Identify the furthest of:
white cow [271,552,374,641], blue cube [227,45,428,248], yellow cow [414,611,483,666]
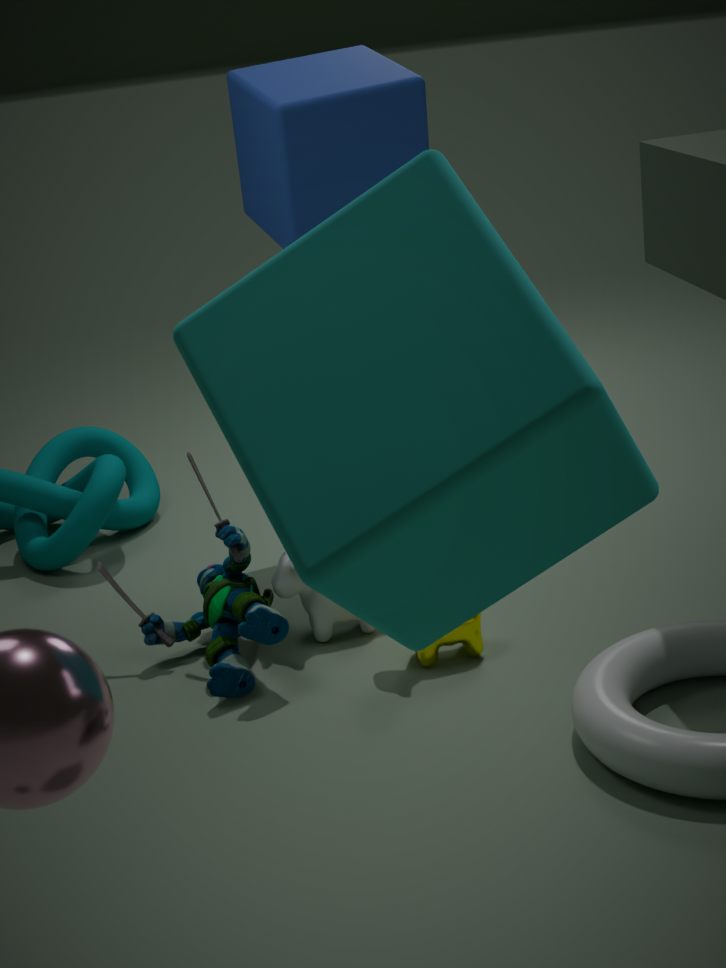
blue cube [227,45,428,248]
